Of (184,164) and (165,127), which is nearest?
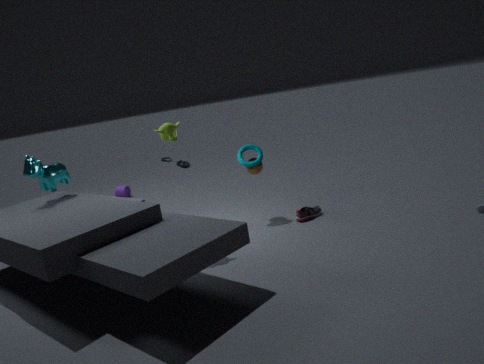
(165,127)
